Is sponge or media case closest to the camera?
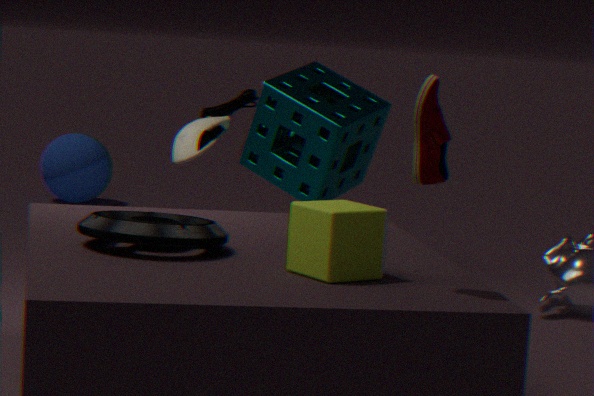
media case
